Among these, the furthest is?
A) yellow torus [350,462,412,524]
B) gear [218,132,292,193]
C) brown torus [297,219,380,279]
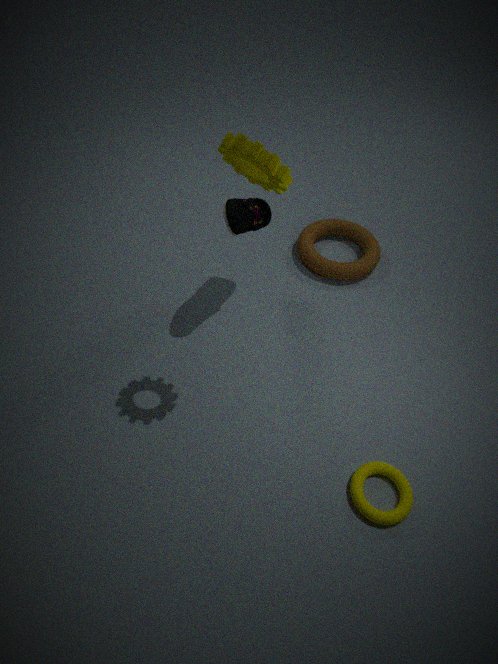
brown torus [297,219,380,279]
